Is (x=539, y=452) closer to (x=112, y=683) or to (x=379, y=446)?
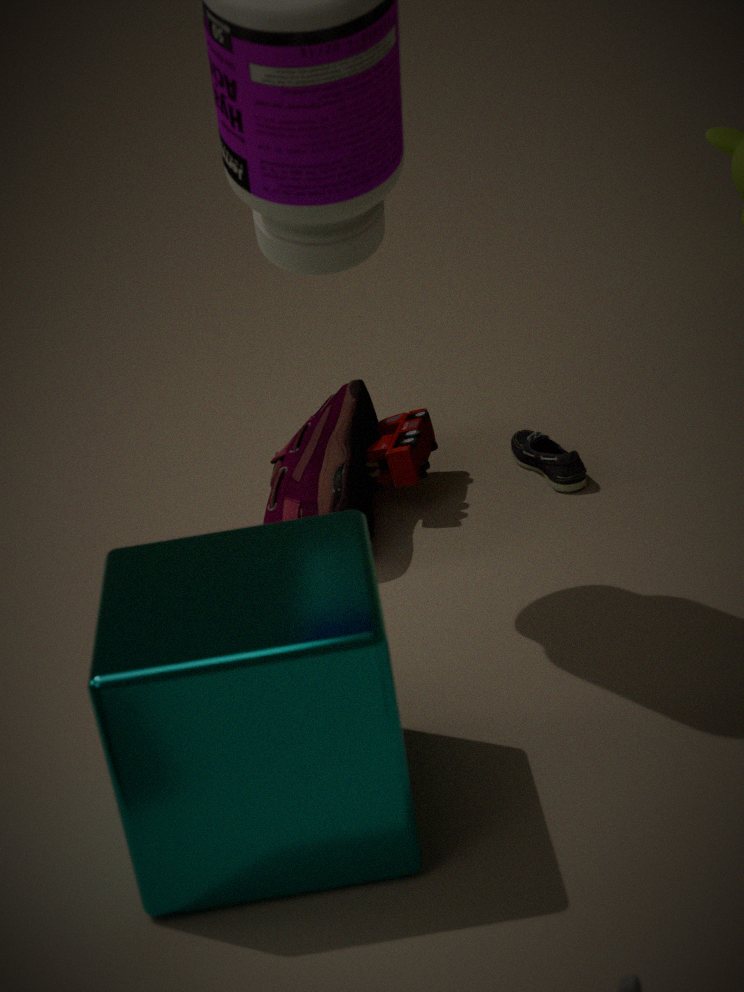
(x=379, y=446)
